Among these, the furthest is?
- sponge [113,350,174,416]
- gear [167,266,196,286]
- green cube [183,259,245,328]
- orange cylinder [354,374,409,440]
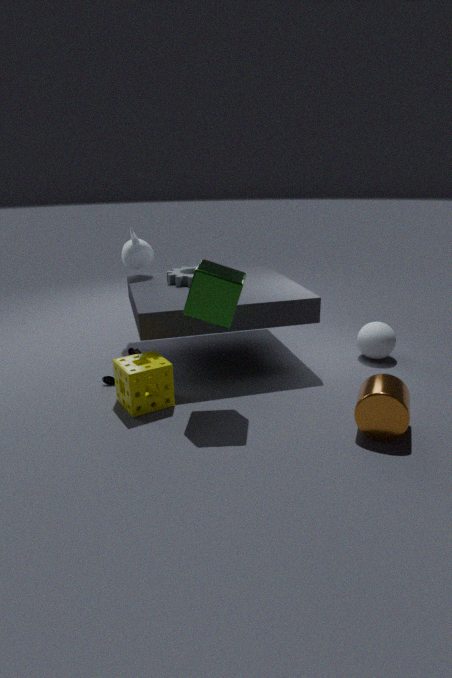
gear [167,266,196,286]
